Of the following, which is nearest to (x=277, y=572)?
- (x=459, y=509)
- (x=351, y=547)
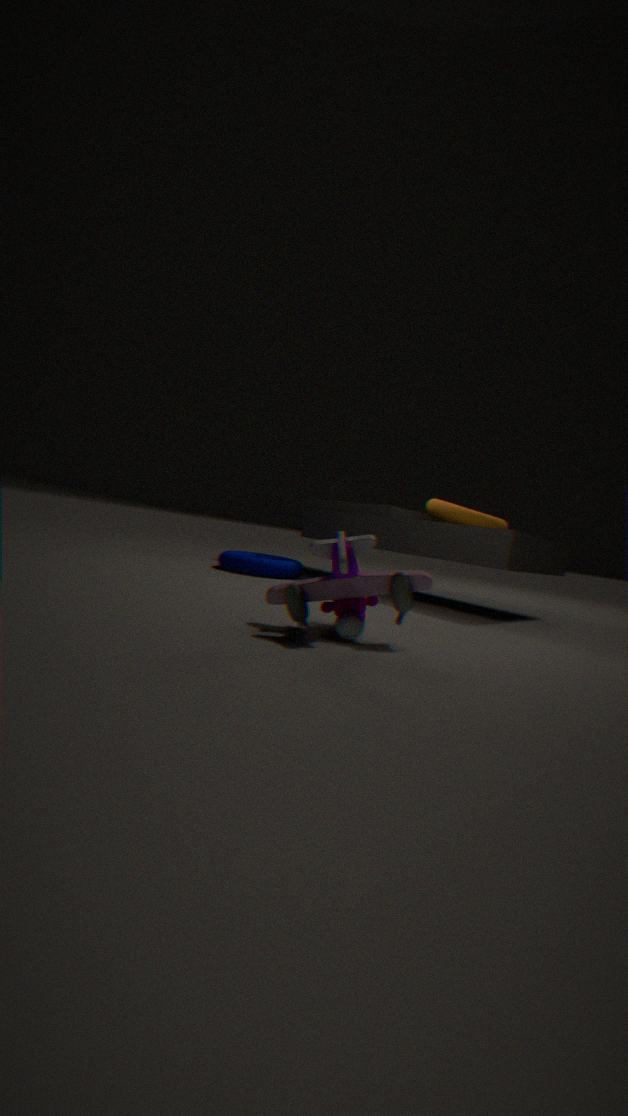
(x=459, y=509)
